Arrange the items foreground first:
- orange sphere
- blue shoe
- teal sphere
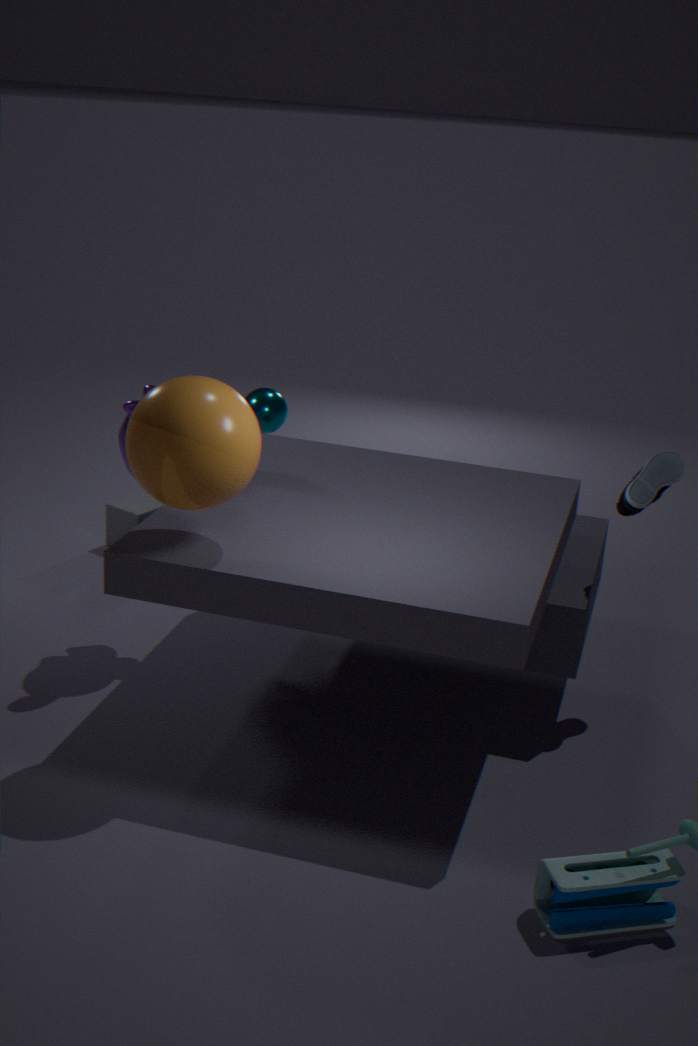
orange sphere
blue shoe
teal sphere
